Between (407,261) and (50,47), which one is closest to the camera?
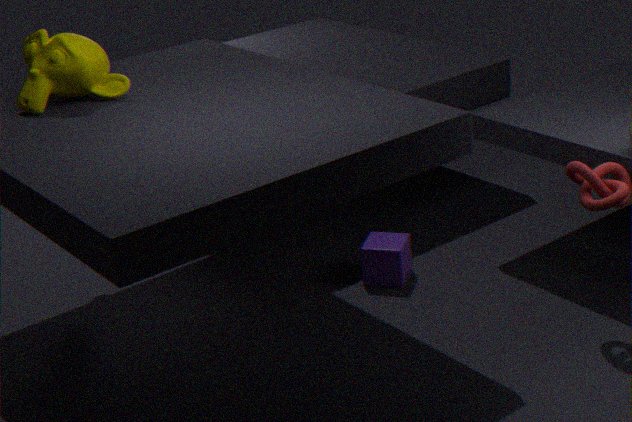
(50,47)
